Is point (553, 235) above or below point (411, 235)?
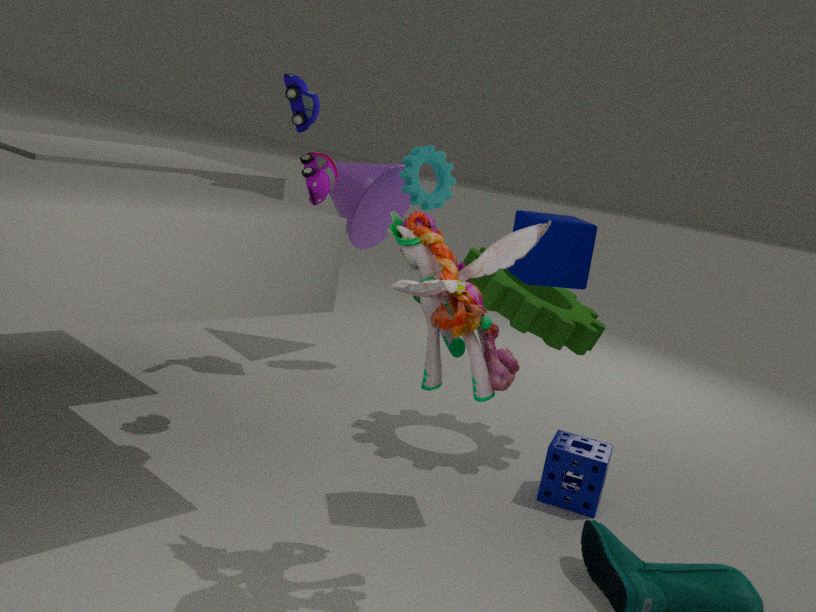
above
